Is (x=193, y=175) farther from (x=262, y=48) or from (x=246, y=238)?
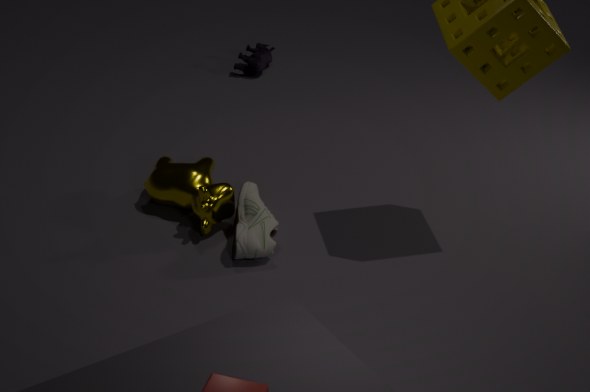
(x=262, y=48)
